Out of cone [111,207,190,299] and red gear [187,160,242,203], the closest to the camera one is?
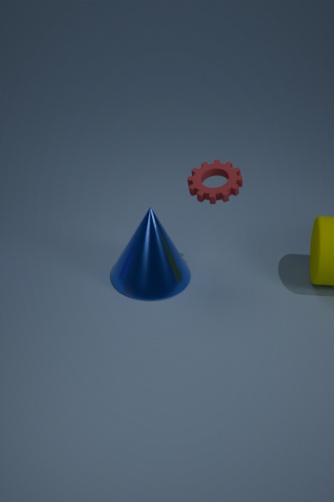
red gear [187,160,242,203]
